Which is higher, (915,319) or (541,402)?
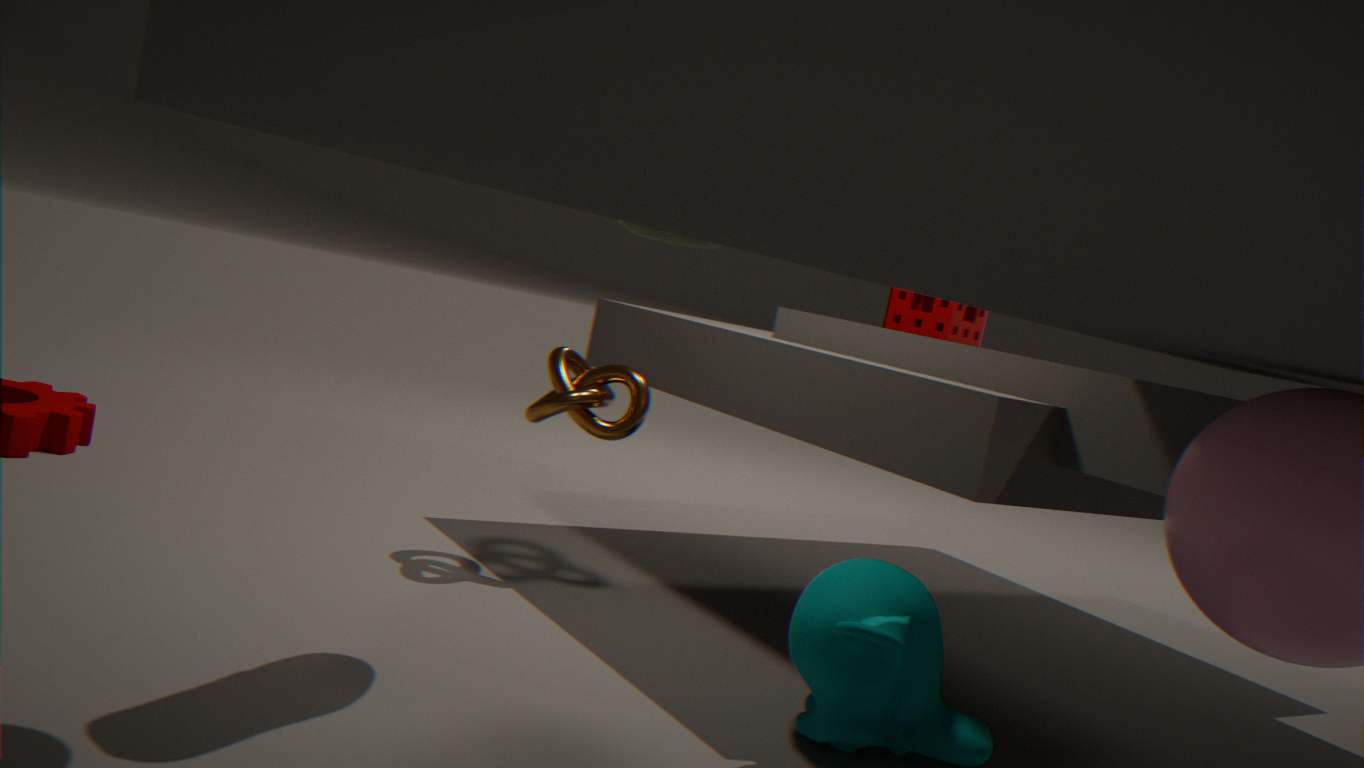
(915,319)
